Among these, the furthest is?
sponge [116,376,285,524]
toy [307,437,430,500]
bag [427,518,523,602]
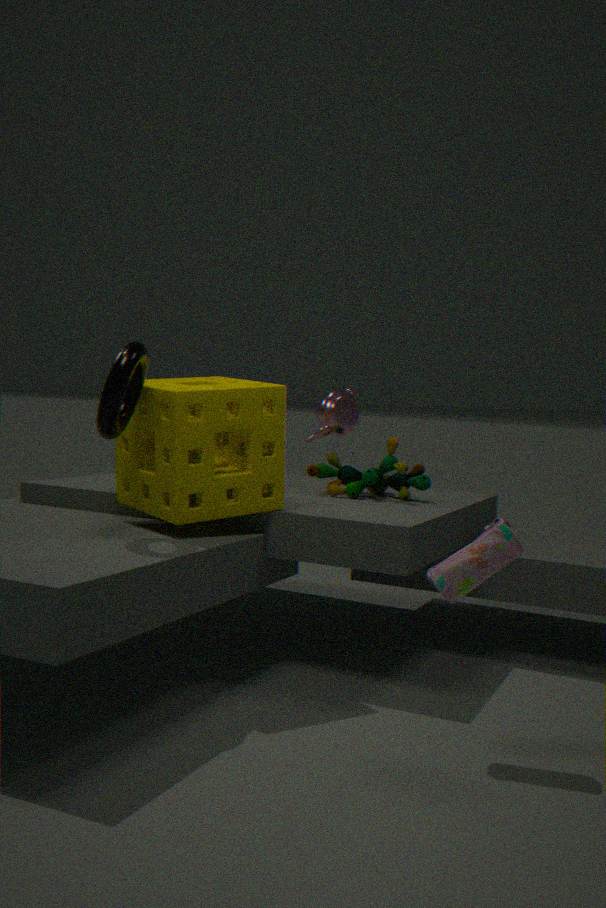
toy [307,437,430,500]
